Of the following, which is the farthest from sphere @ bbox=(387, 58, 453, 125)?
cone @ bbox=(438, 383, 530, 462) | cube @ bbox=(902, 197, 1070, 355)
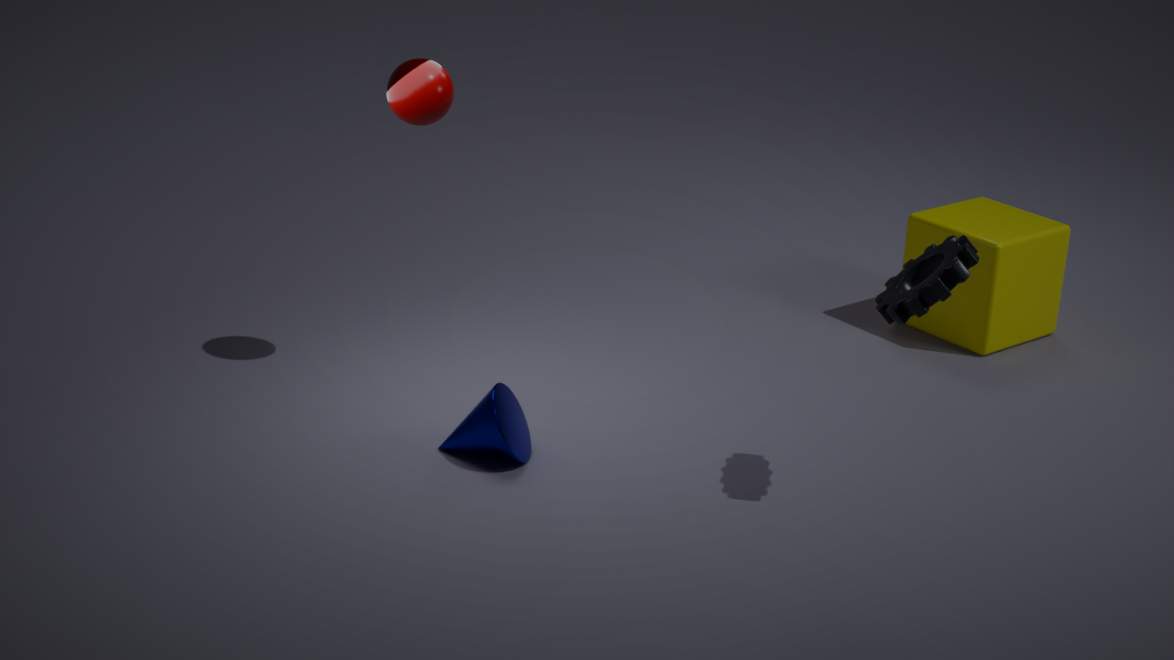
cube @ bbox=(902, 197, 1070, 355)
